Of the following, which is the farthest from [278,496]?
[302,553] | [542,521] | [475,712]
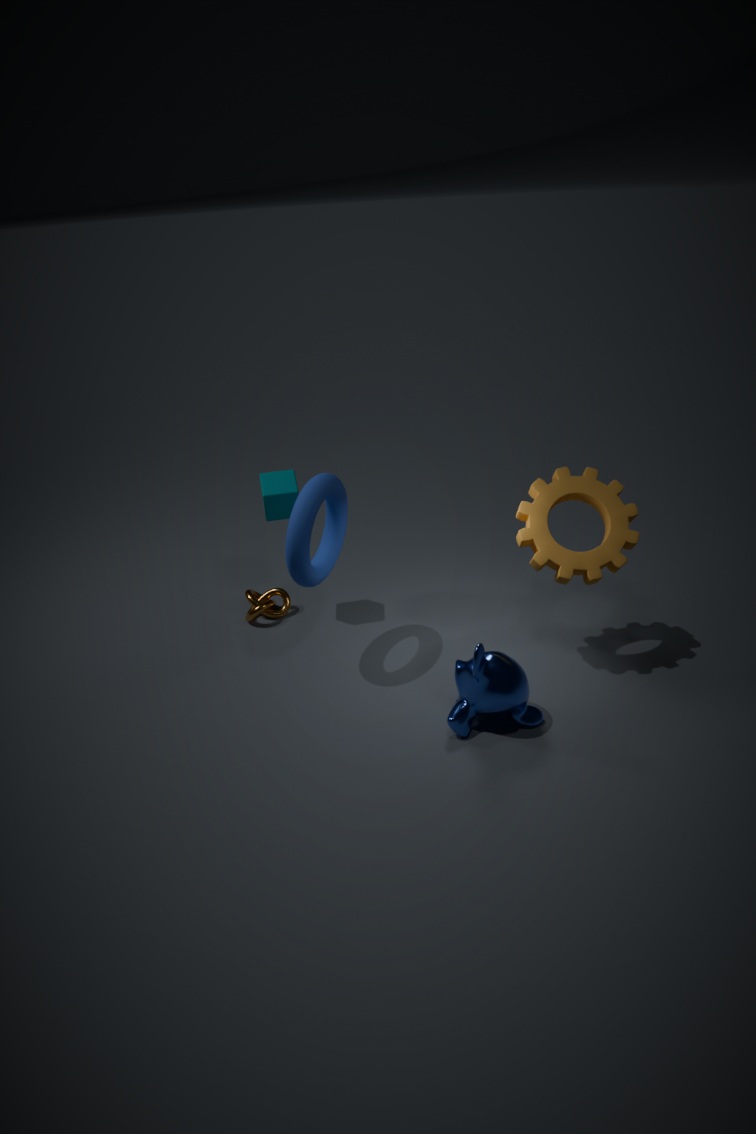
[542,521]
